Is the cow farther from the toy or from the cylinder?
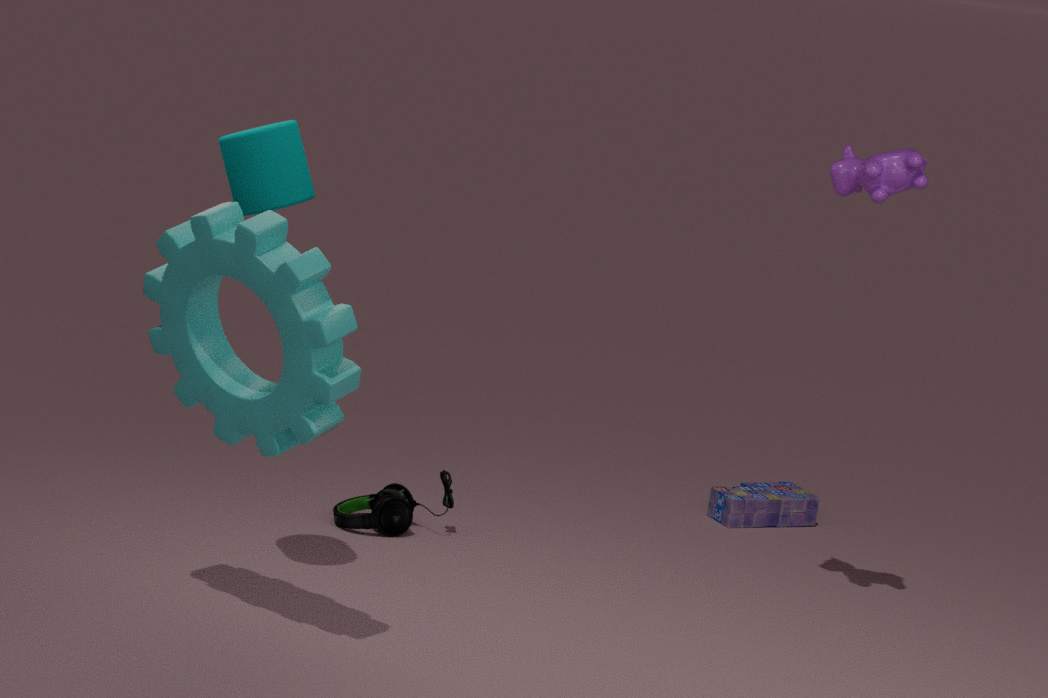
the cylinder
